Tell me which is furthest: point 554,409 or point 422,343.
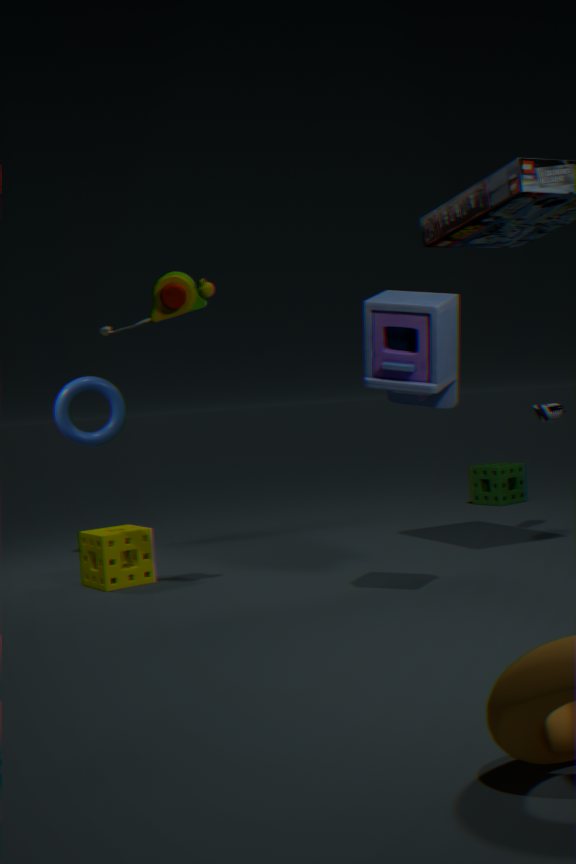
point 554,409
